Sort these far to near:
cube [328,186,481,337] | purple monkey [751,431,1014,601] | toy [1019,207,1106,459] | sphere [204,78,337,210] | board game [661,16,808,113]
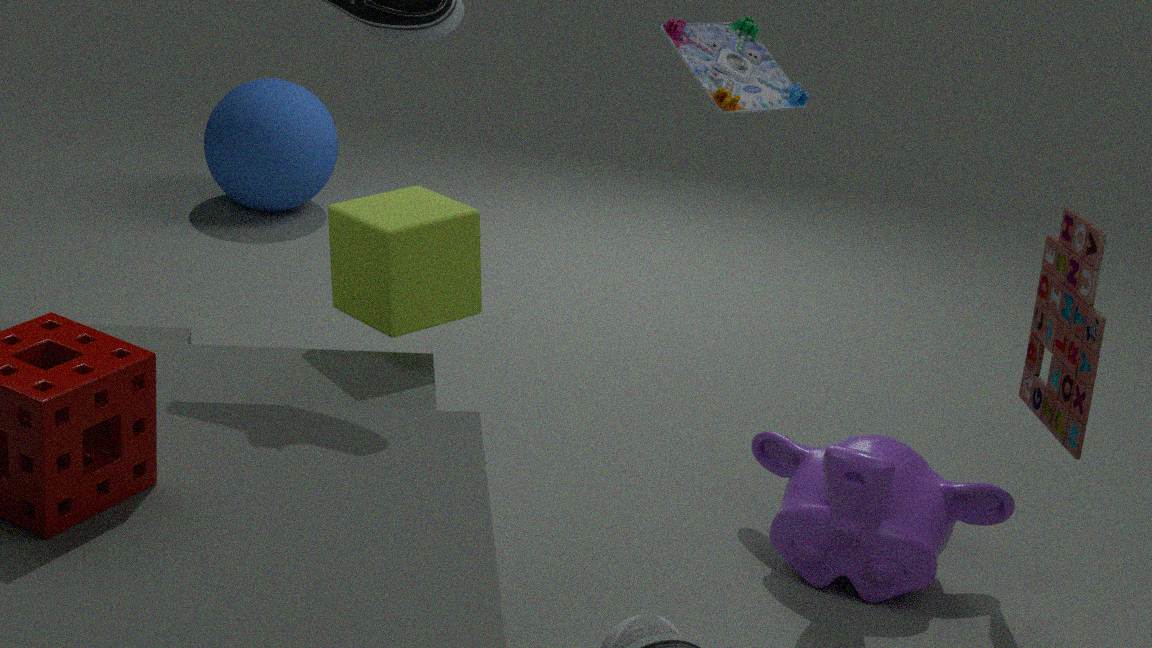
sphere [204,78,337,210] < purple monkey [751,431,1014,601] < toy [1019,207,1106,459] < board game [661,16,808,113] < cube [328,186,481,337]
